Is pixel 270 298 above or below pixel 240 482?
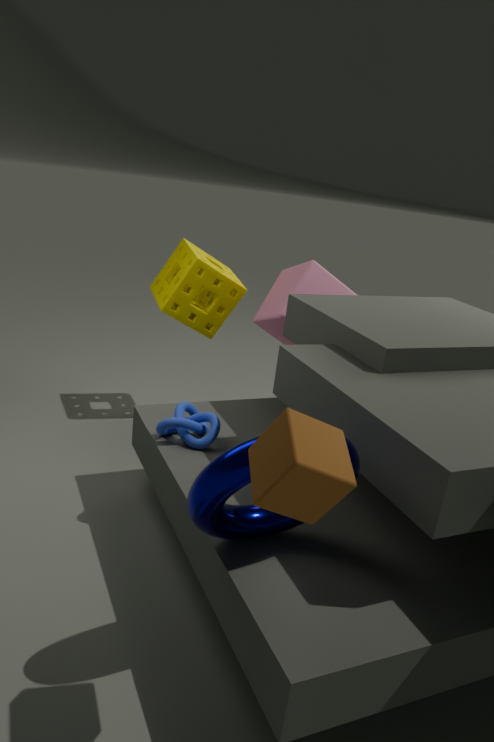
above
